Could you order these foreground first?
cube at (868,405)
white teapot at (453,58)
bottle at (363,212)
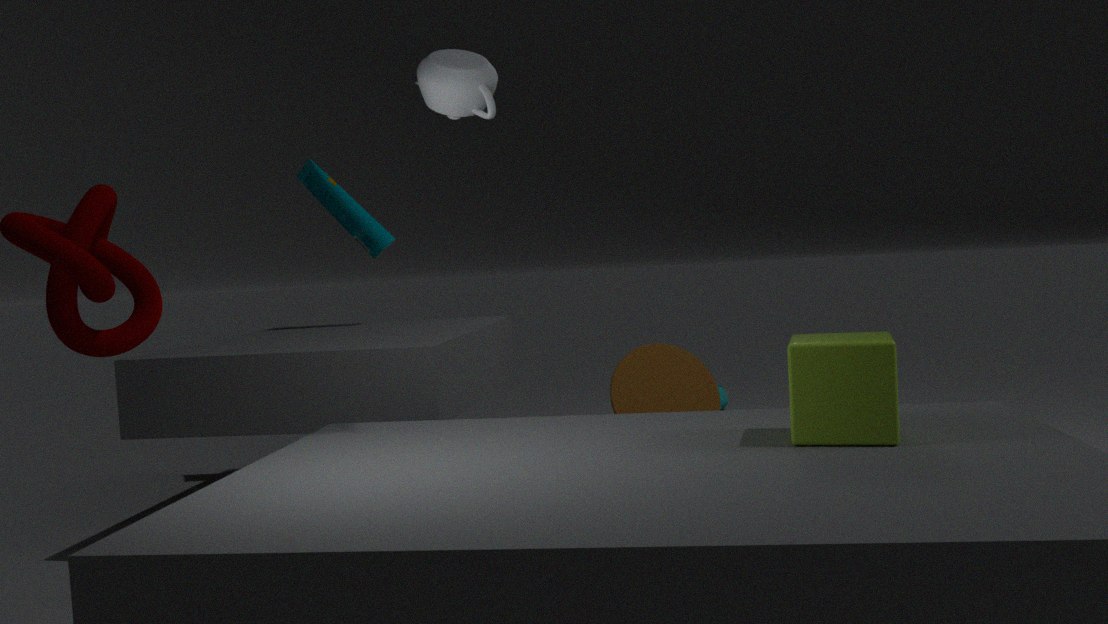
cube at (868,405) < white teapot at (453,58) < bottle at (363,212)
